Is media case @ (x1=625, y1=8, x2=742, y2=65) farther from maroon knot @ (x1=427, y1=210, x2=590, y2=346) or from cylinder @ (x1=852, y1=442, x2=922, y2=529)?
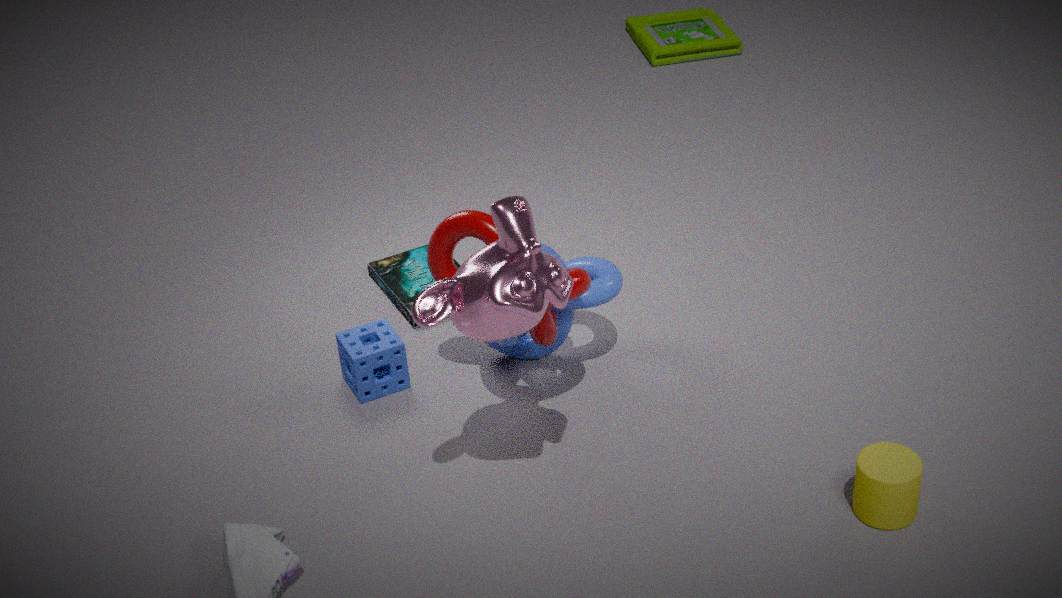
cylinder @ (x1=852, y1=442, x2=922, y2=529)
